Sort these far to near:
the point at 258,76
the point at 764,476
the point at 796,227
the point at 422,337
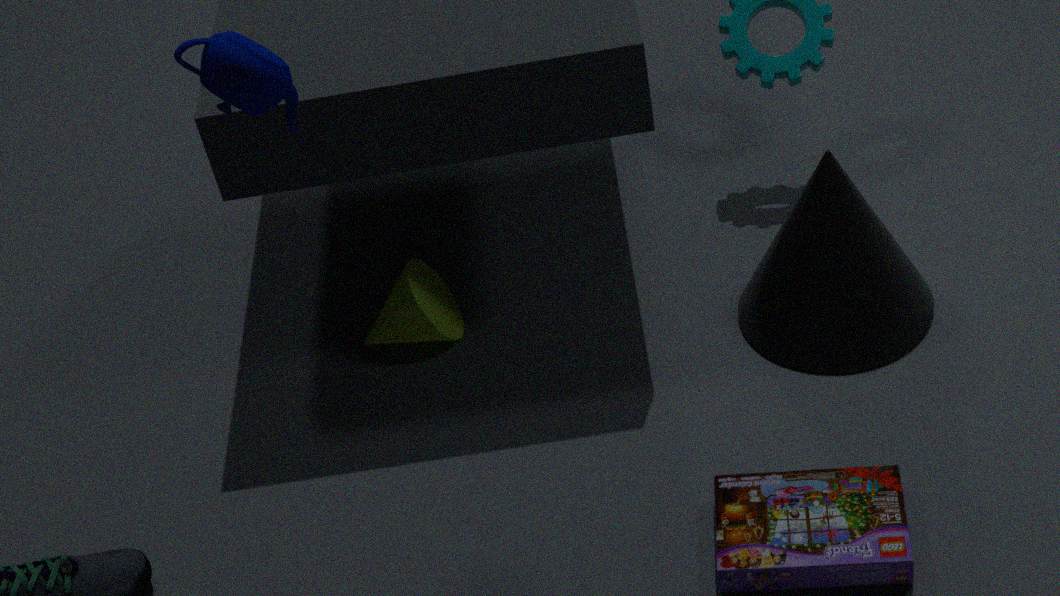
the point at 422,337 < the point at 796,227 < the point at 764,476 < the point at 258,76
